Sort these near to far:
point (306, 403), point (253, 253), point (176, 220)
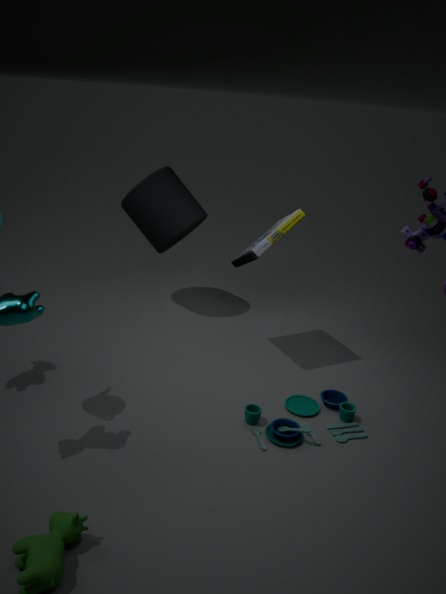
point (306, 403), point (253, 253), point (176, 220)
